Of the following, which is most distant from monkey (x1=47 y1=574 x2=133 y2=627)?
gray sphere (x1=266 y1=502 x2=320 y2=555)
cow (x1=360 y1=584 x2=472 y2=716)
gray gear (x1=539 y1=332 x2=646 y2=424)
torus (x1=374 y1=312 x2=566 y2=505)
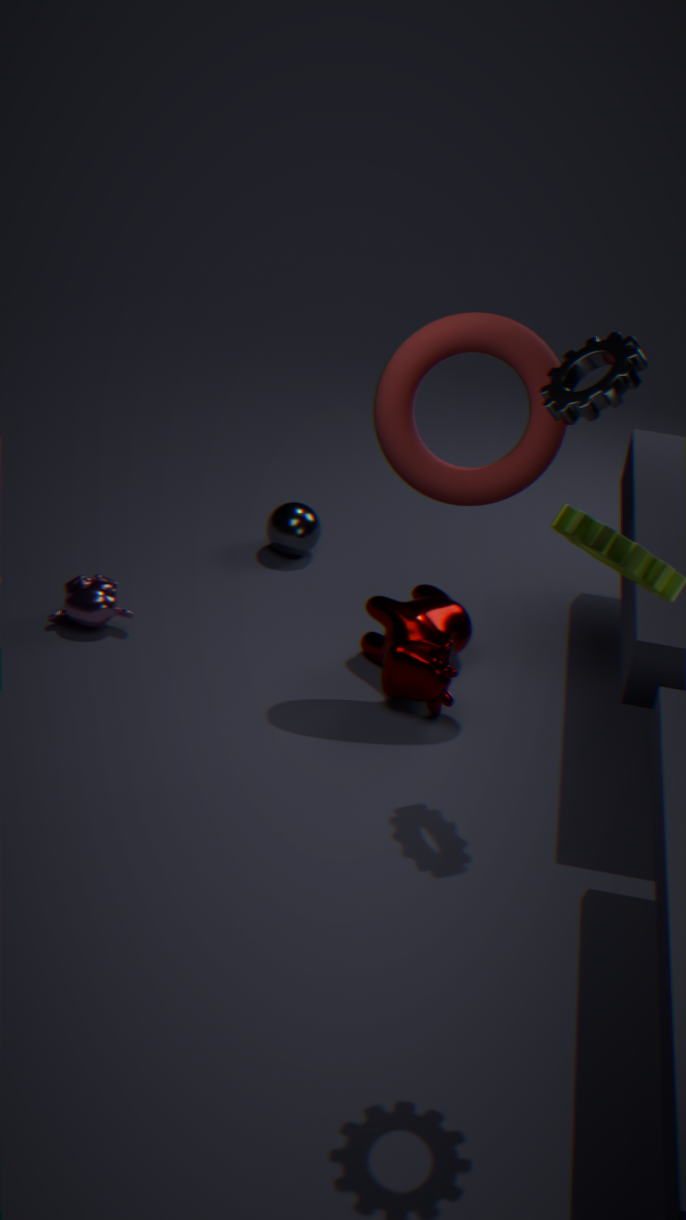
gray gear (x1=539 y1=332 x2=646 y2=424)
